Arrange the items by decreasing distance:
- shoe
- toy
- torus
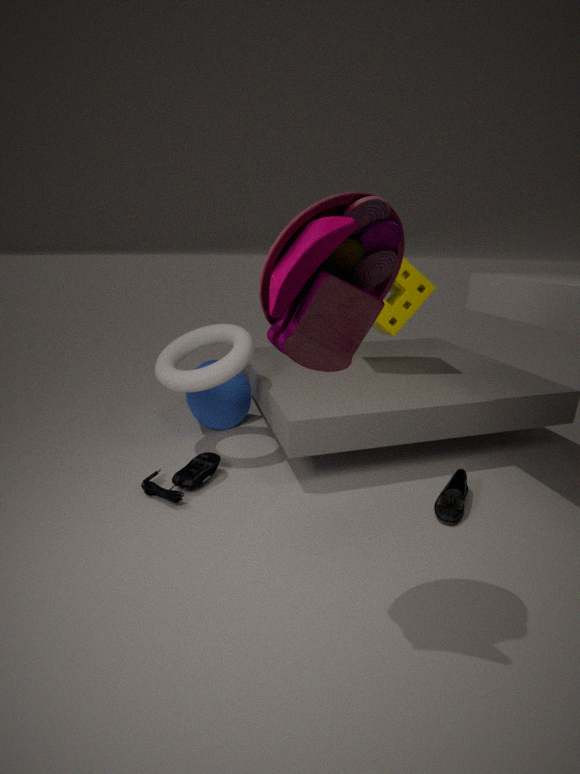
torus
shoe
toy
